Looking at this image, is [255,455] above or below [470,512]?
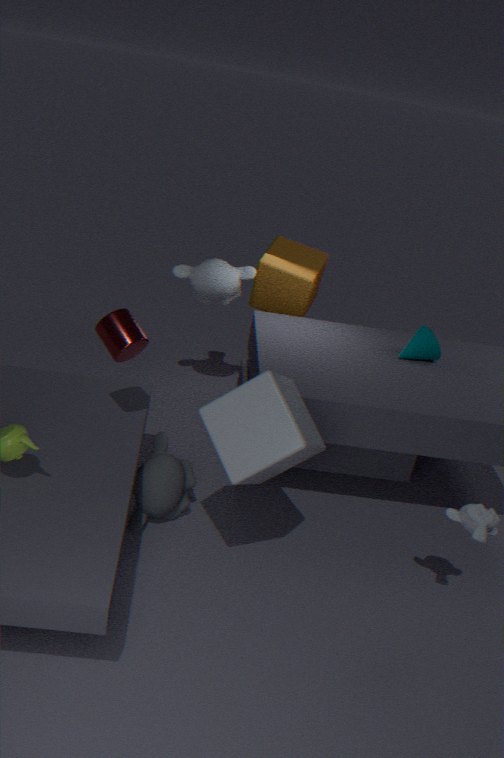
above
